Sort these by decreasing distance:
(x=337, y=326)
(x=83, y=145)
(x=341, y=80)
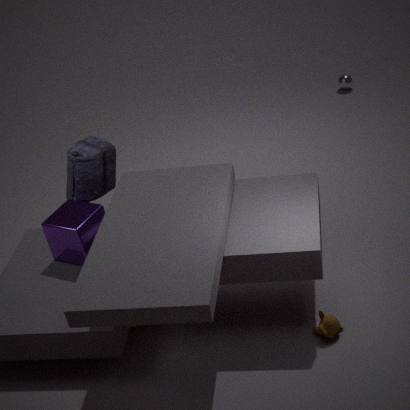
(x=341, y=80) < (x=83, y=145) < (x=337, y=326)
